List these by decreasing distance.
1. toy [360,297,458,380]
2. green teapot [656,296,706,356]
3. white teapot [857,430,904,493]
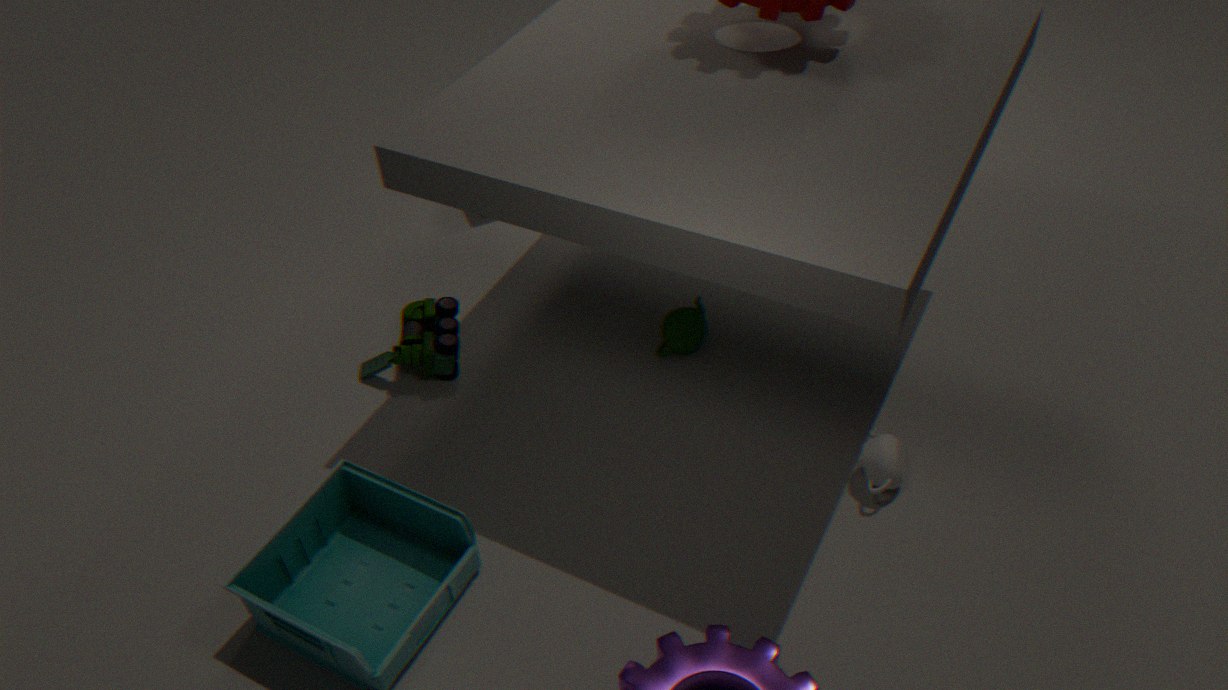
green teapot [656,296,706,356], toy [360,297,458,380], white teapot [857,430,904,493]
